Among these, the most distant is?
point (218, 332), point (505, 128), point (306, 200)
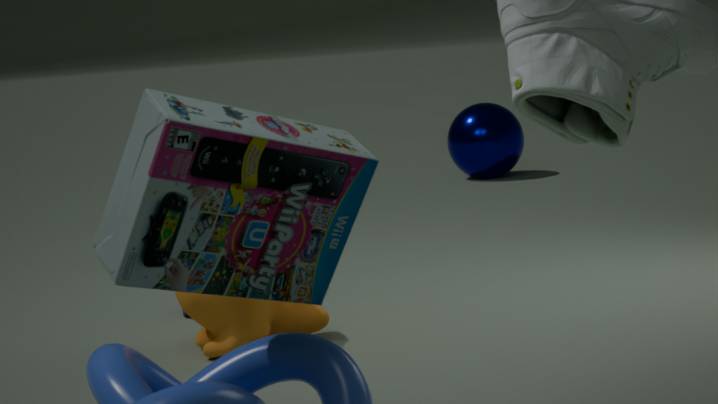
point (505, 128)
